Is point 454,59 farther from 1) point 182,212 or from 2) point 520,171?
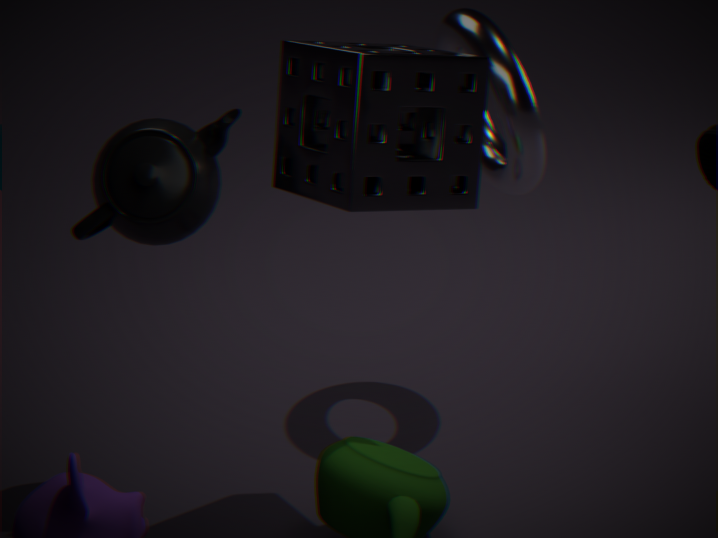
1) point 182,212
